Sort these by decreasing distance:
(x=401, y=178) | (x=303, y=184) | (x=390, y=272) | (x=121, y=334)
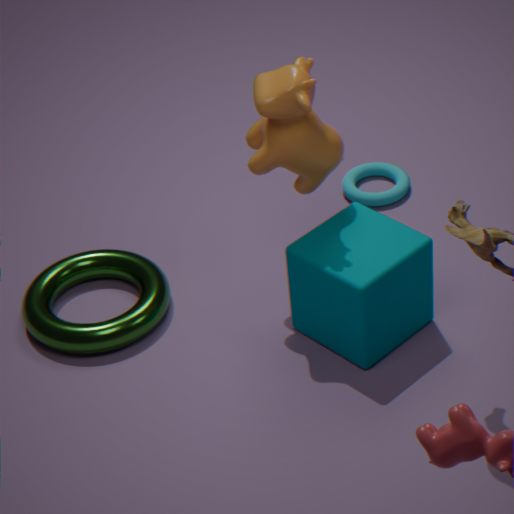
(x=401, y=178)
(x=121, y=334)
(x=303, y=184)
(x=390, y=272)
